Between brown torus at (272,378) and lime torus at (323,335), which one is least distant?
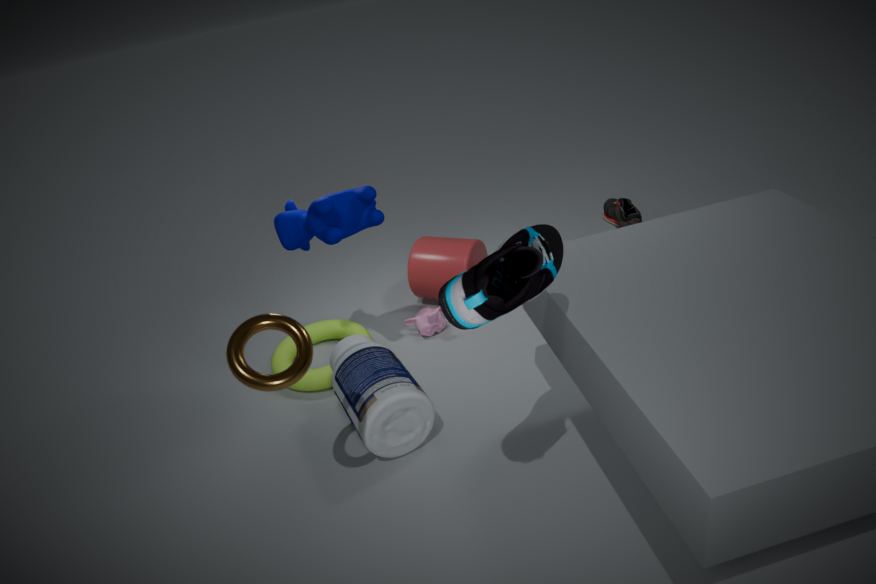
brown torus at (272,378)
